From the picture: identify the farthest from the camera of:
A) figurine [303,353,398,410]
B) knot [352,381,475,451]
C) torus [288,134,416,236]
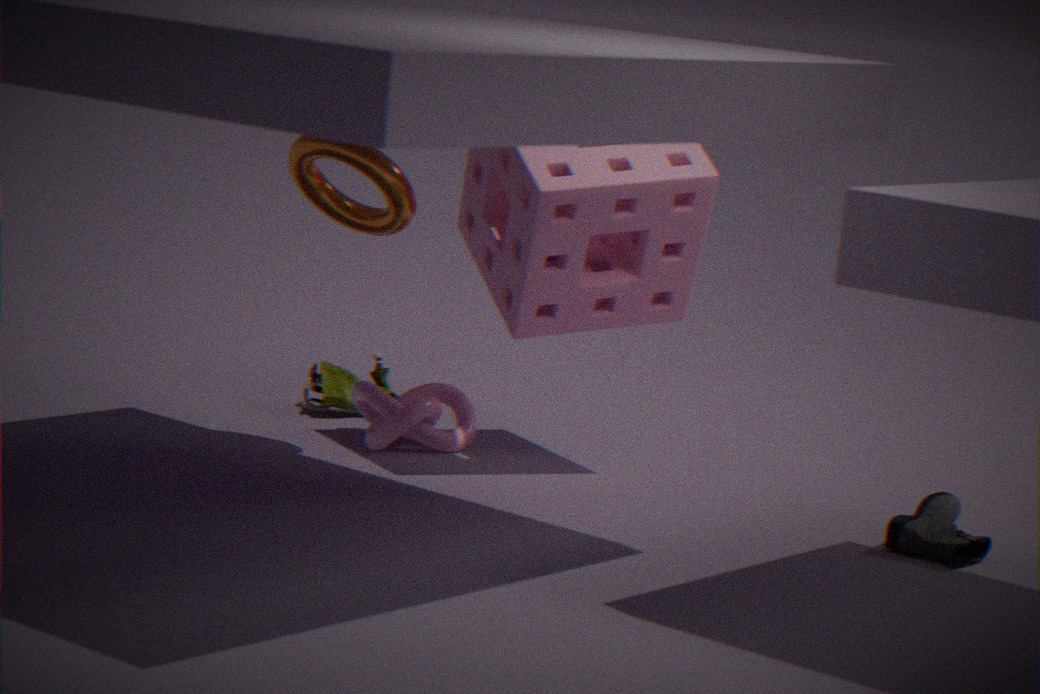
figurine [303,353,398,410]
